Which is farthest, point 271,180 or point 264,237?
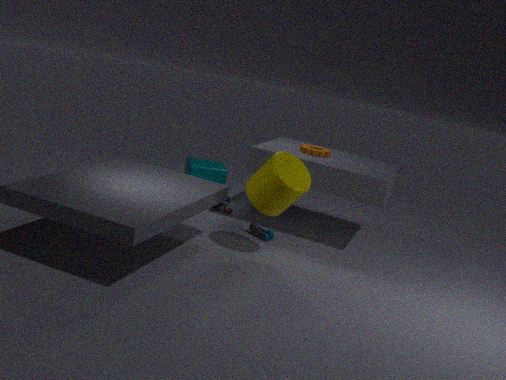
point 264,237
